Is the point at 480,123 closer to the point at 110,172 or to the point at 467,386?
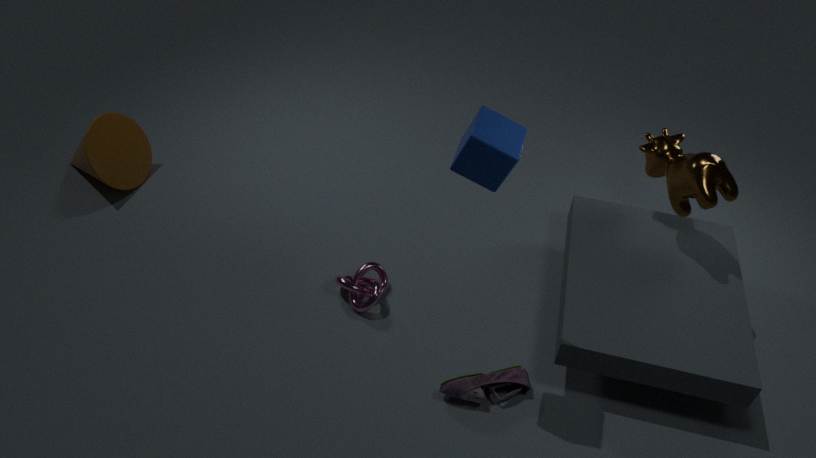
the point at 467,386
